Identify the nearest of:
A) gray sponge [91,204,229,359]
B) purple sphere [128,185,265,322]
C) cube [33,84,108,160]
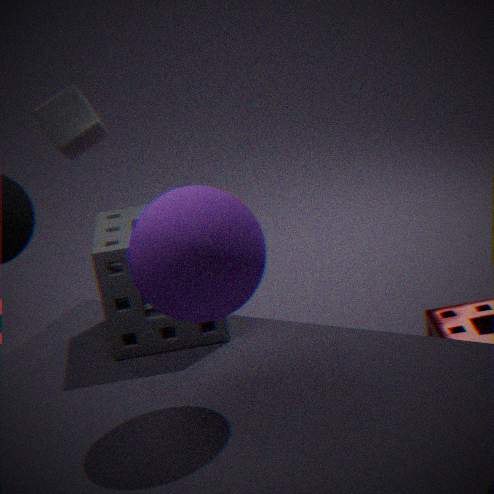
purple sphere [128,185,265,322]
